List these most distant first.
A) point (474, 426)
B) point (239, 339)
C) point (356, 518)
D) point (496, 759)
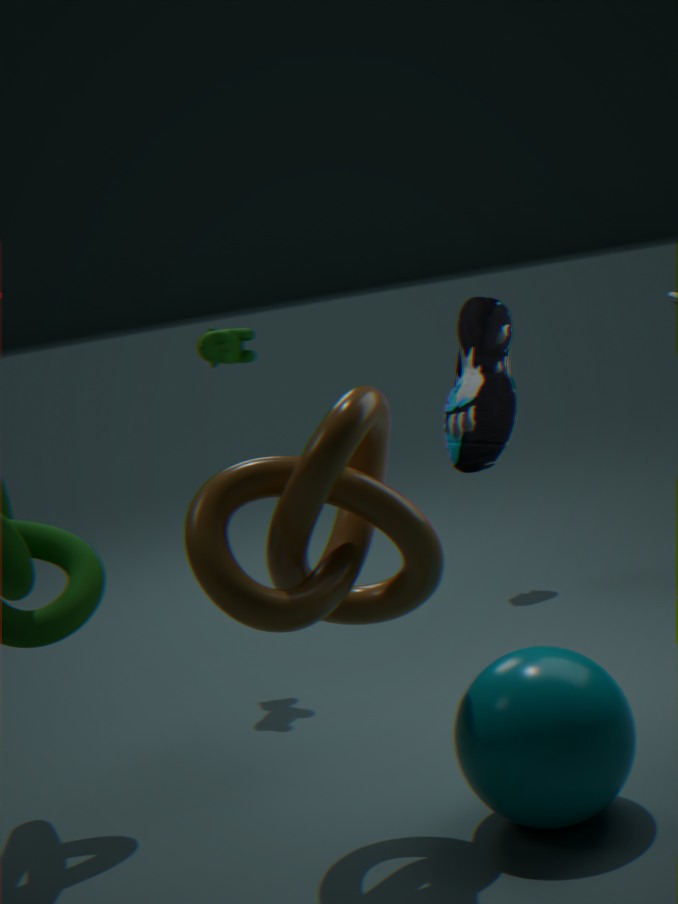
1. point (239, 339)
2. point (474, 426)
3. point (356, 518)
4. point (496, 759)
